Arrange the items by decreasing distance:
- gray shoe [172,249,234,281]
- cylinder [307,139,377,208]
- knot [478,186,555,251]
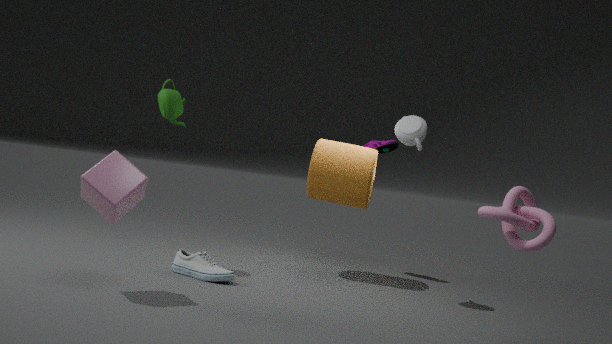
cylinder [307,139,377,208] < gray shoe [172,249,234,281] < knot [478,186,555,251]
